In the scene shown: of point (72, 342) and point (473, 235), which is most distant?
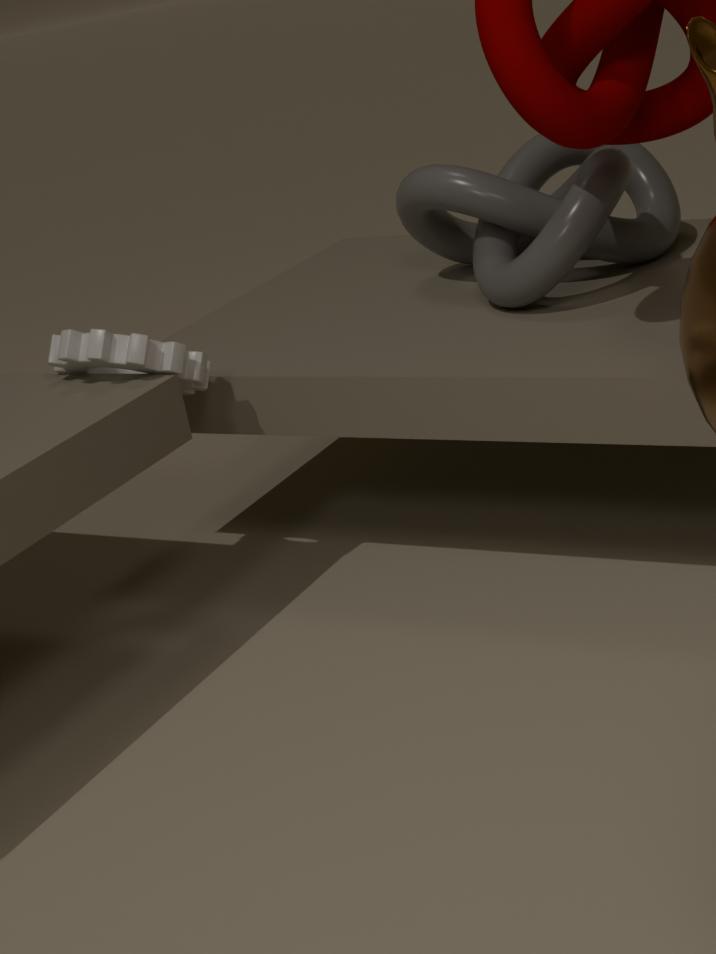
point (473, 235)
